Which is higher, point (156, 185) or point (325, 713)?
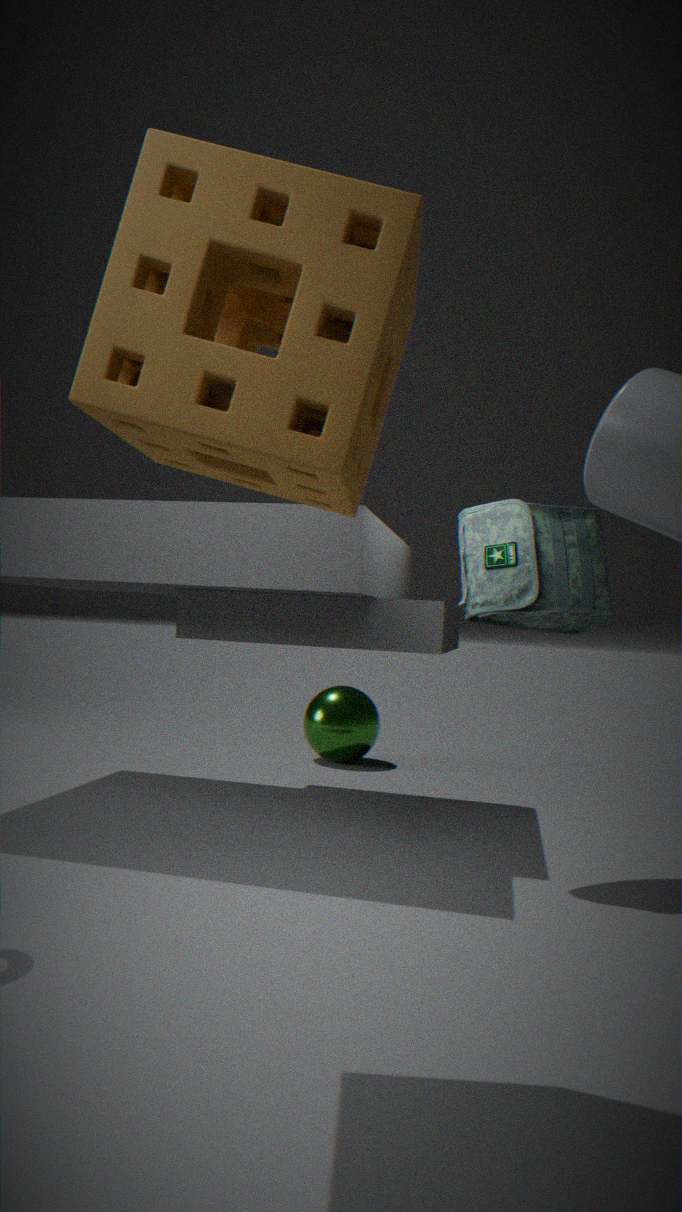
point (156, 185)
